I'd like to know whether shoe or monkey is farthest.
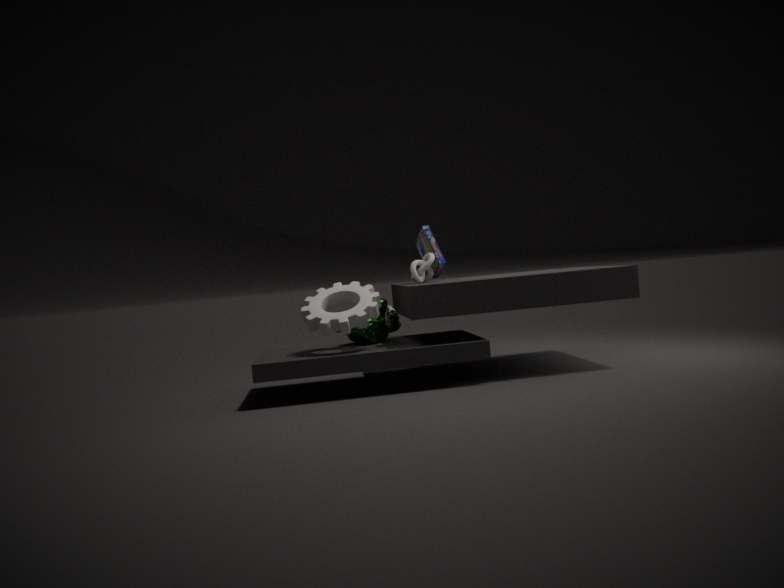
monkey
